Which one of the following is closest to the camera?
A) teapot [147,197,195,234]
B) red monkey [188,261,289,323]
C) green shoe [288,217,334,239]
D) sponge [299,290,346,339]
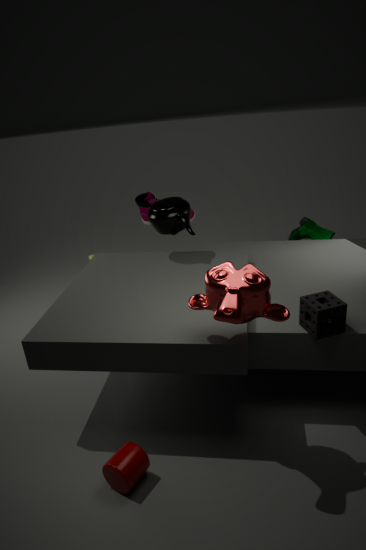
red monkey [188,261,289,323]
